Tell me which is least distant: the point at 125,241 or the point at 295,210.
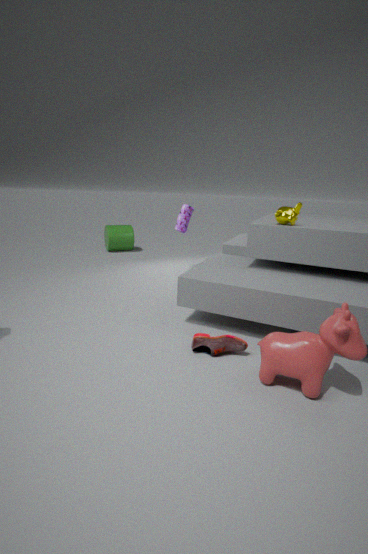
the point at 295,210
